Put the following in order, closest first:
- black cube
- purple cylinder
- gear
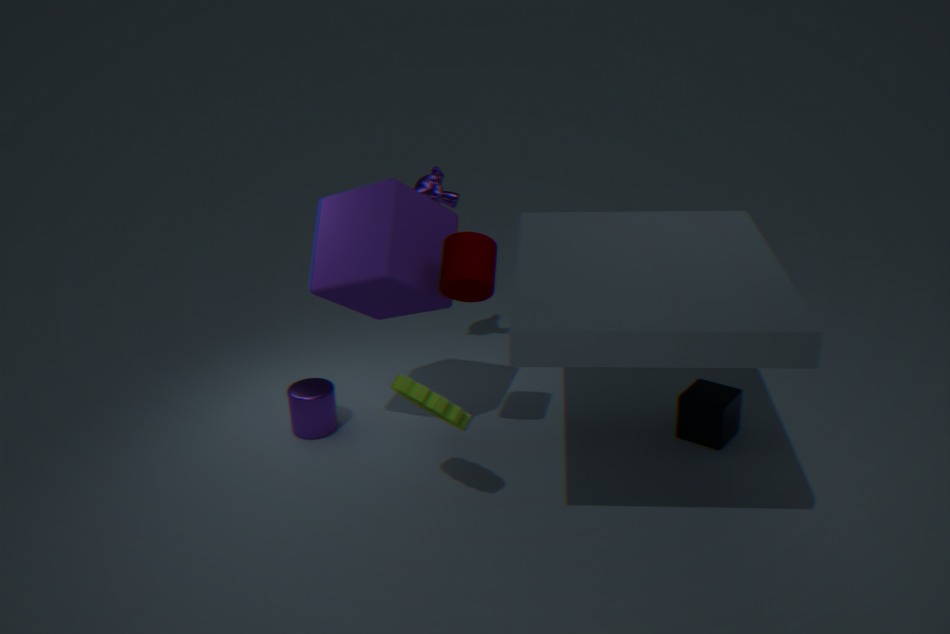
gear, black cube, purple cylinder
